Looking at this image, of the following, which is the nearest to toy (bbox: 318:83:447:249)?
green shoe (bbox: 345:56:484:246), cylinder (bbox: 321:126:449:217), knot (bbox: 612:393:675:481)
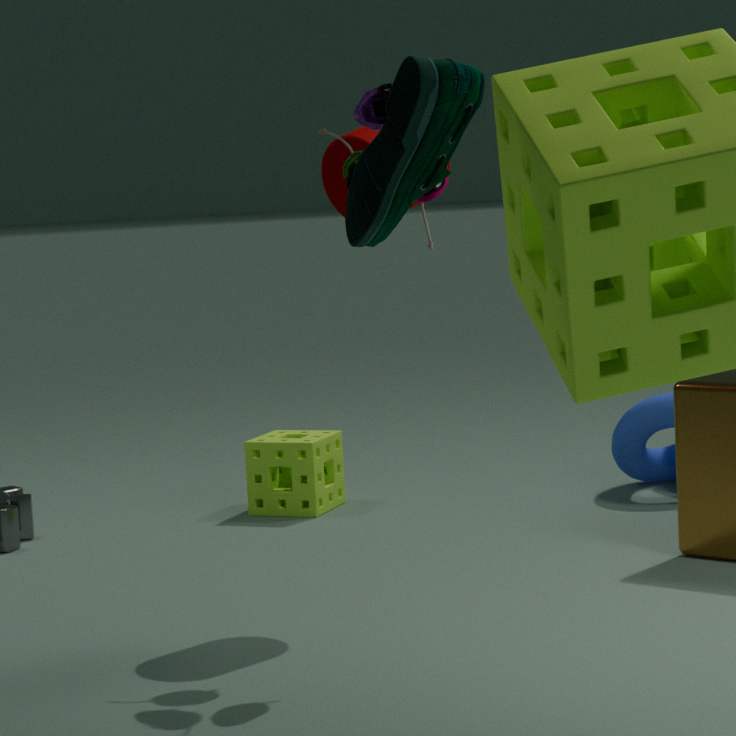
cylinder (bbox: 321:126:449:217)
